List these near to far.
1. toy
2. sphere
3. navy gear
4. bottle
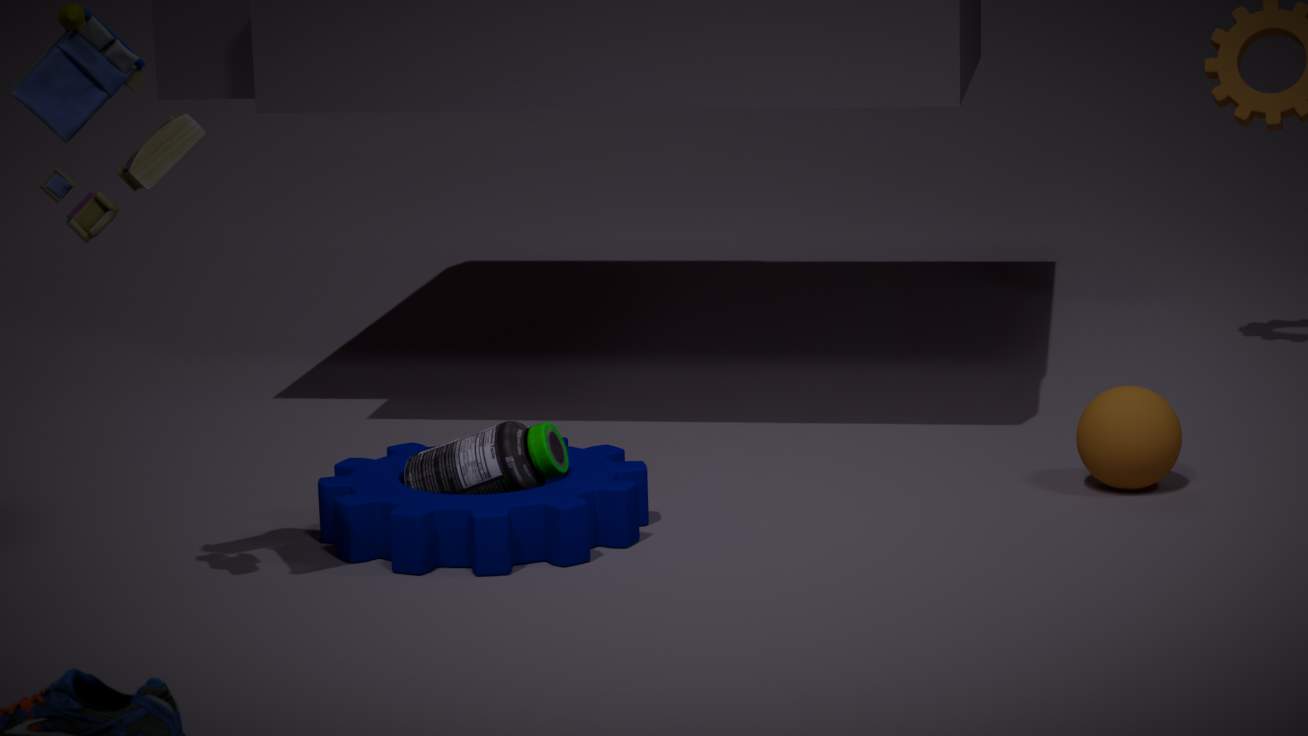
1. toy
2. navy gear
3. bottle
4. sphere
